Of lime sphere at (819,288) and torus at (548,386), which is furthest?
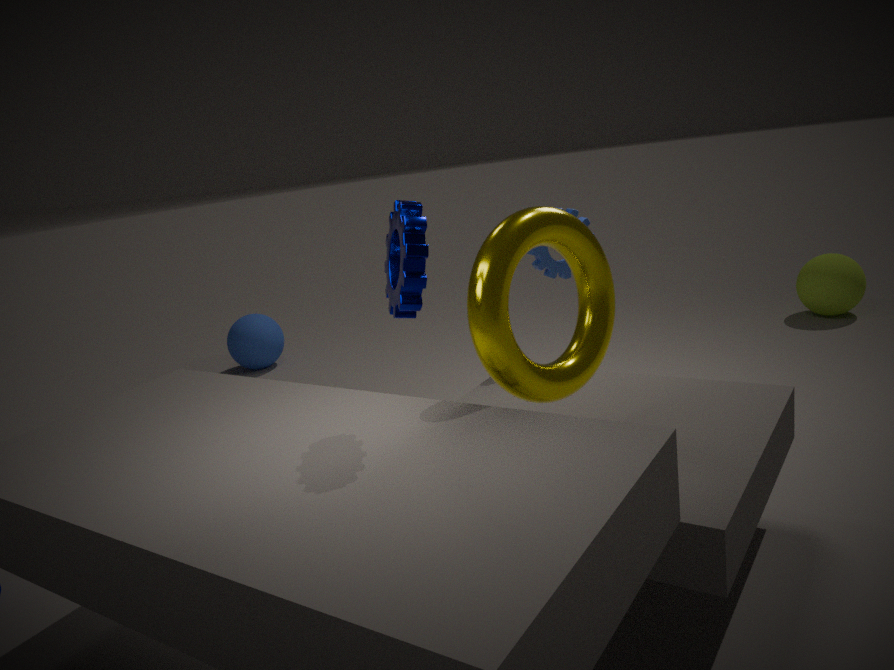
lime sphere at (819,288)
